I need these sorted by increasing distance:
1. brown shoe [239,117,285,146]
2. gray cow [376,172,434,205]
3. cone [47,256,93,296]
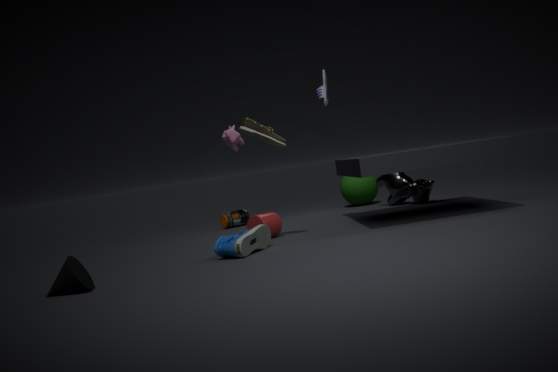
cone [47,256,93,296], brown shoe [239,117,285,146], gray cow [376,172,434,205]
